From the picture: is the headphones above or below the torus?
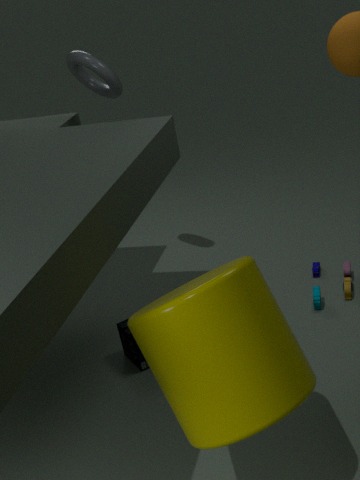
below
